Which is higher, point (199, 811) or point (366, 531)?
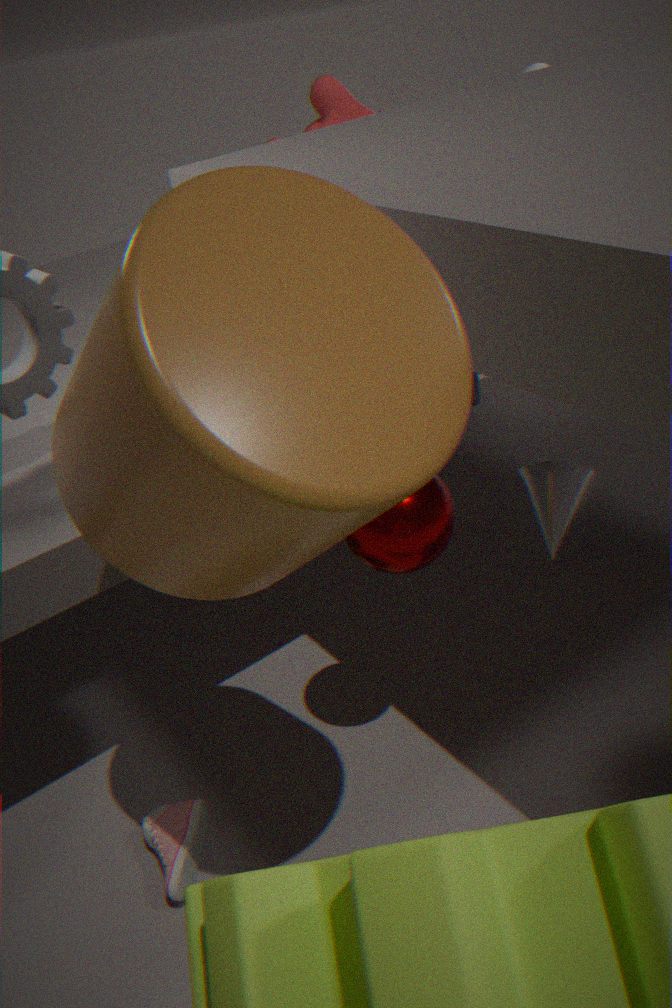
point (366, 531)
